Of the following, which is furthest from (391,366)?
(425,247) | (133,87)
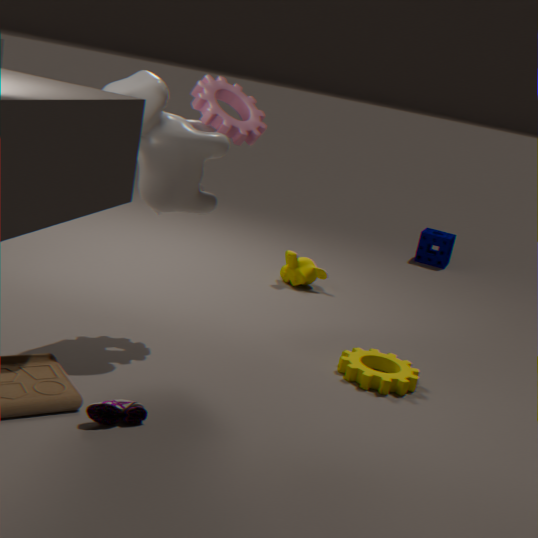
(425,247)
